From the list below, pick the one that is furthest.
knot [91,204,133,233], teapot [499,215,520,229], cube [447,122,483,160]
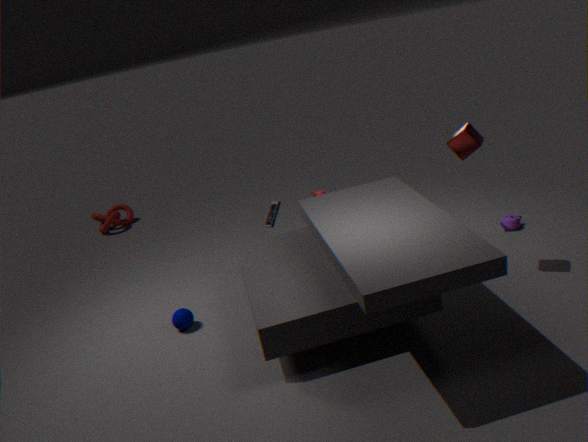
knot [91,204,133,233]
